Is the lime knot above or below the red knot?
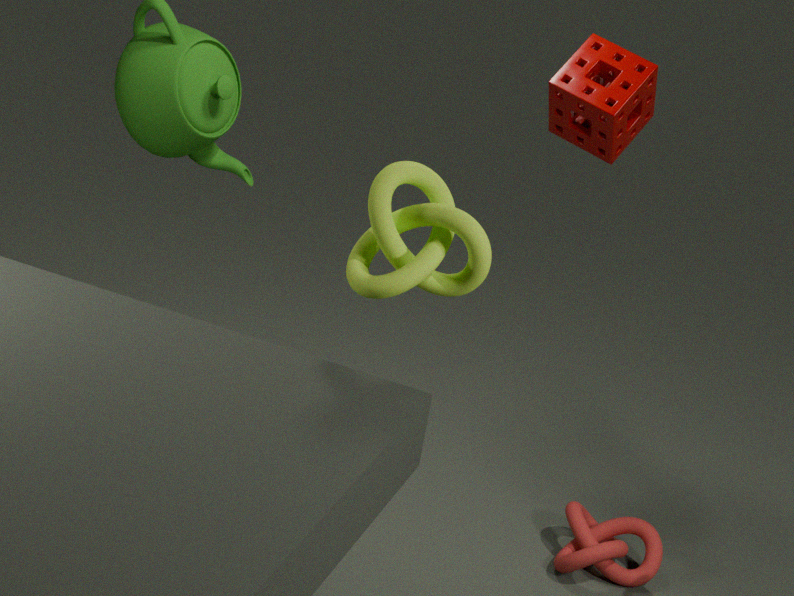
above
